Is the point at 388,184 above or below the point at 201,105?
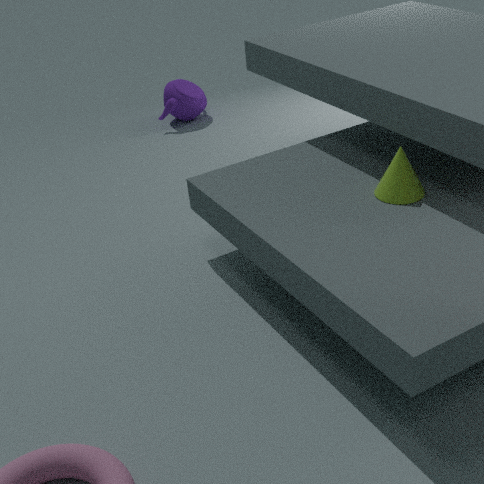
above
